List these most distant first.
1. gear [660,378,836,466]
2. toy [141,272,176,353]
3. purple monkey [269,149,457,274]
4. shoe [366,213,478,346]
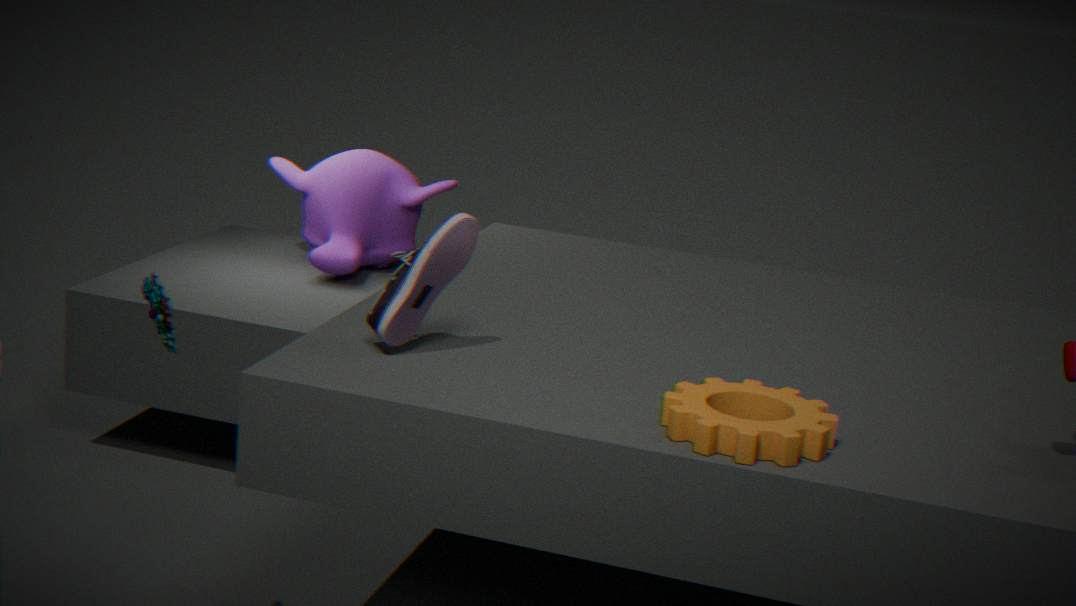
purple monkey [269,149,457,274] → shoe [366,213,478,346] → toy [141,272,176,353] → gear [660,378,836,466]
